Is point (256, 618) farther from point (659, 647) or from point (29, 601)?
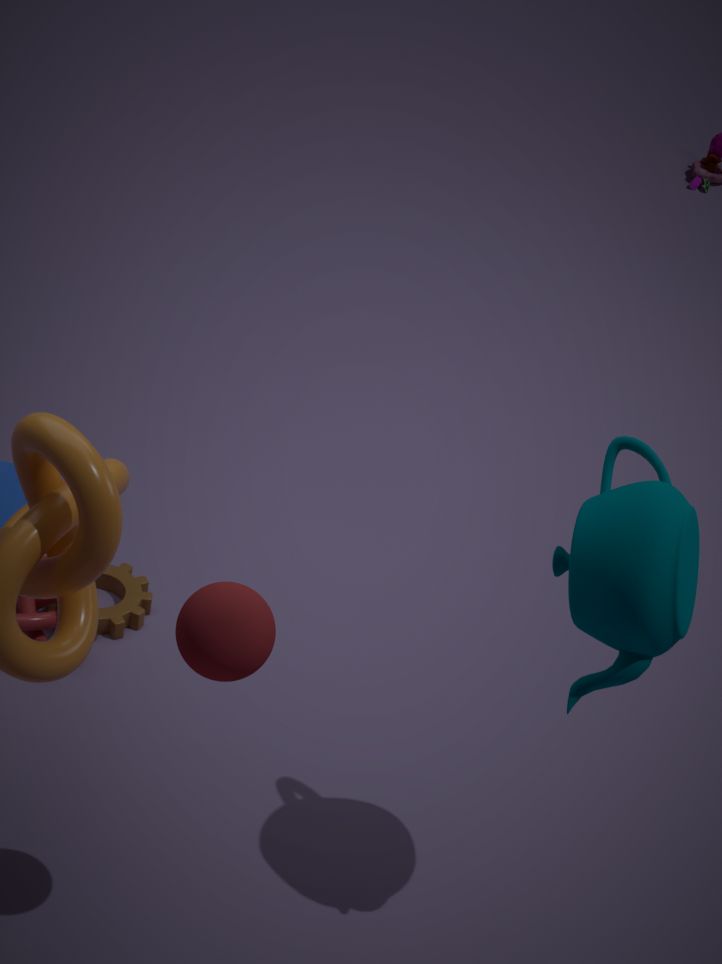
point (29, 601)
